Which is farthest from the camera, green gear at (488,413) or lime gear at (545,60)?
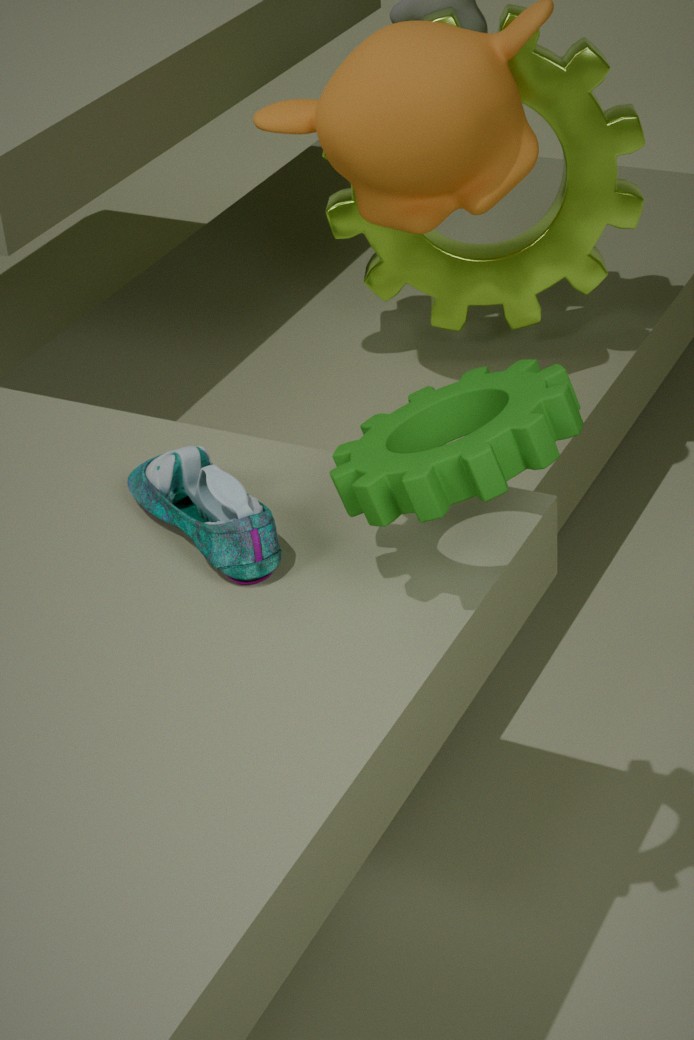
lime gear at (545,60)
